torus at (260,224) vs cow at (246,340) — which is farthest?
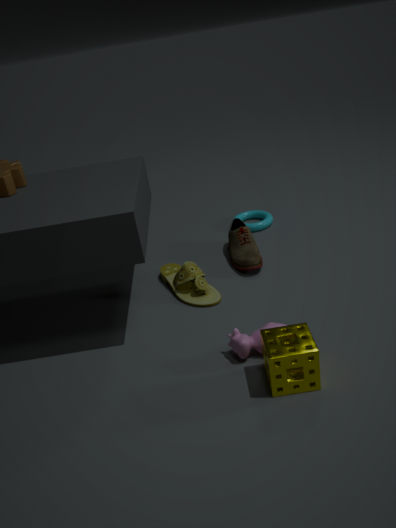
torus at (260,224)
